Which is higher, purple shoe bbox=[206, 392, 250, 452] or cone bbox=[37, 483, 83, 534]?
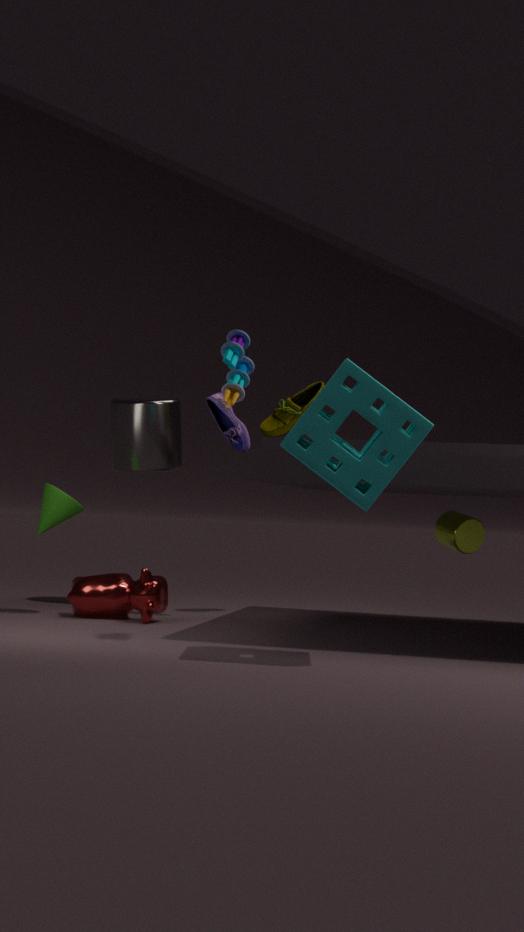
purple shoe bbox=[206, 392, 250, 452]
